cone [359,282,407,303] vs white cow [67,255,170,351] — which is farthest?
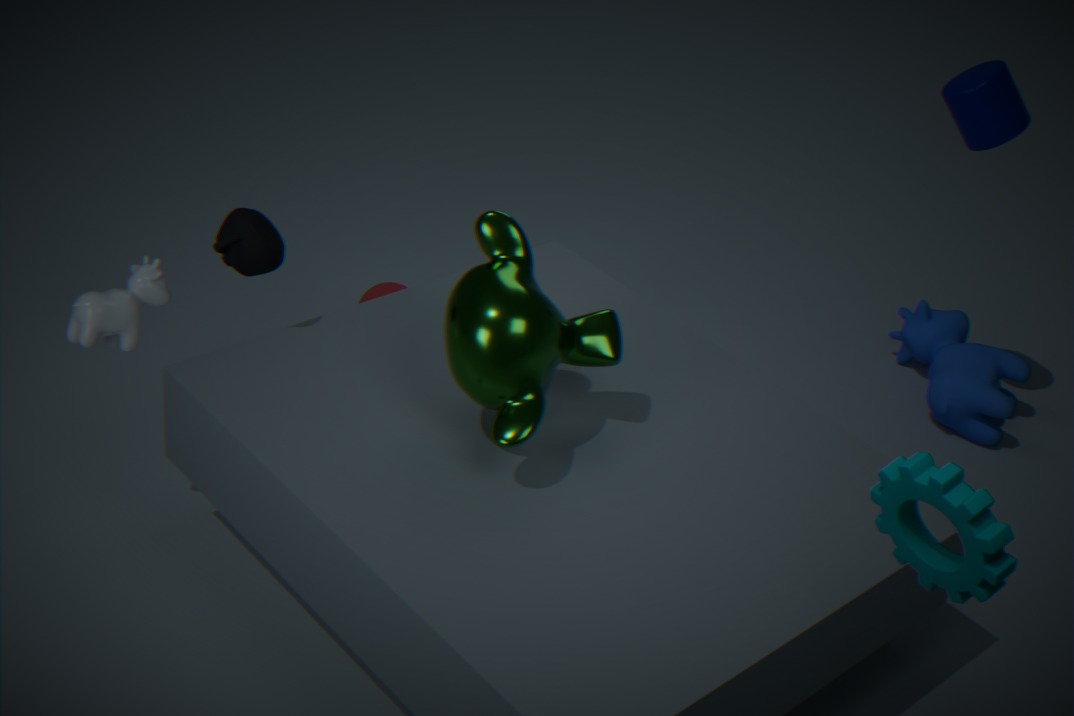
cone [359,282,407,303]
